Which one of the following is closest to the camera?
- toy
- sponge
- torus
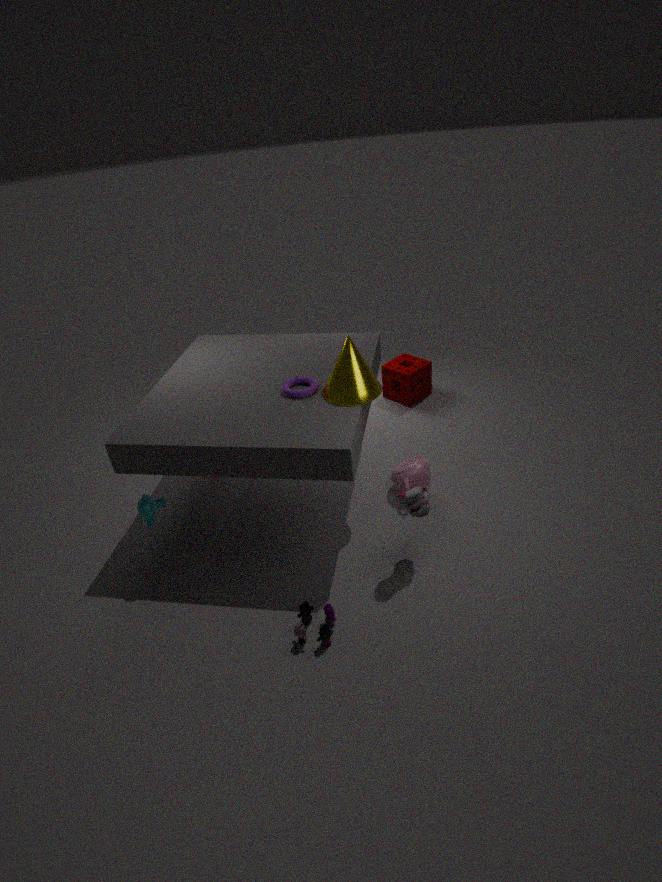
toy
